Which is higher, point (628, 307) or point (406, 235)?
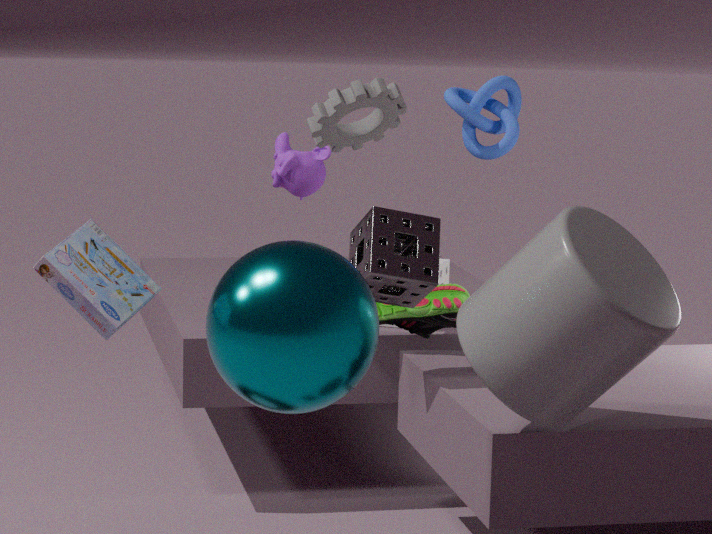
point (406, 235)
